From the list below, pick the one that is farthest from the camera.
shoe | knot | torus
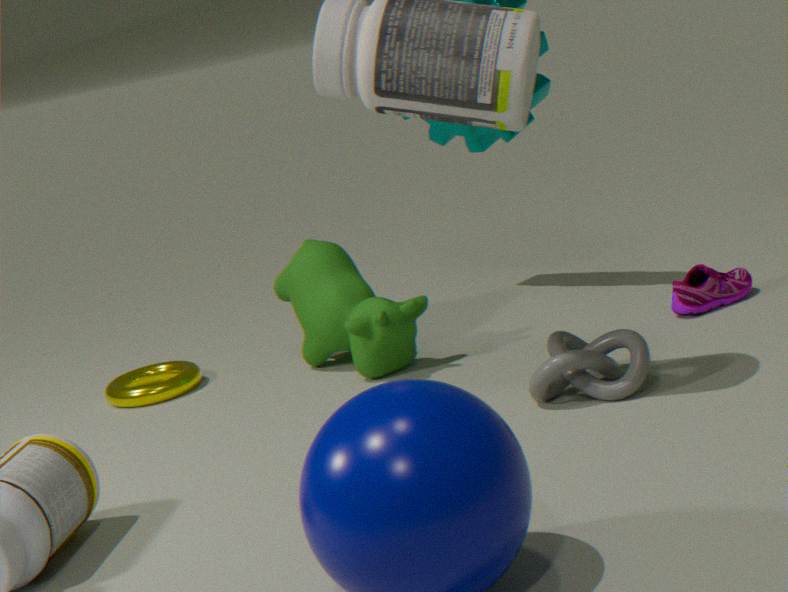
torus
